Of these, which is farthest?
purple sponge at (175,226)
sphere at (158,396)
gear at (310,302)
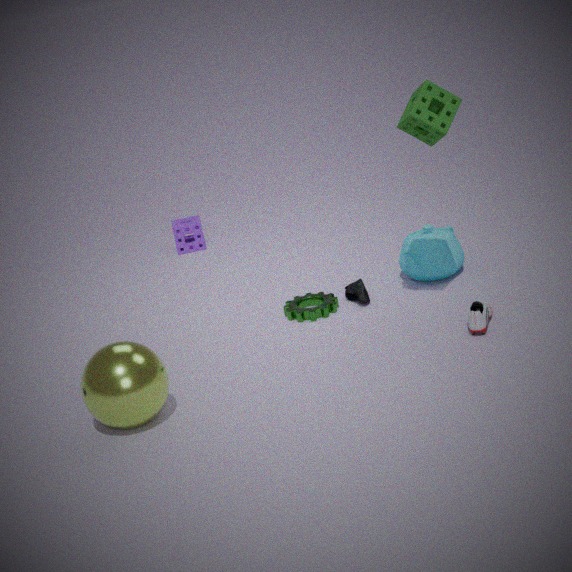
purple sponge at (175,226)
